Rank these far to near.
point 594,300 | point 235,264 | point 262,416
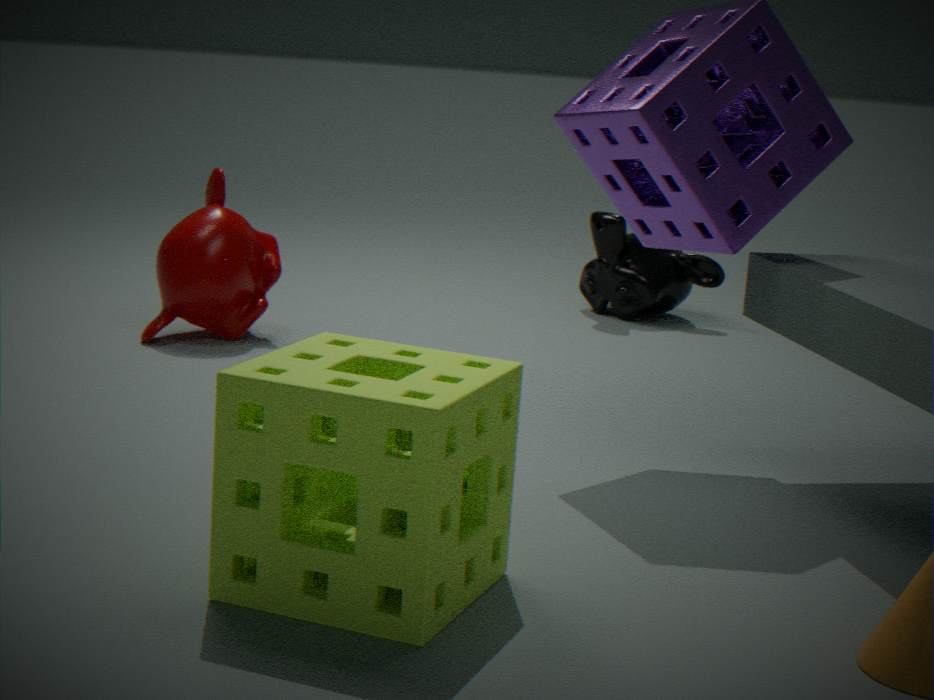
point 594,300 → point 235,264 → point 262,416
